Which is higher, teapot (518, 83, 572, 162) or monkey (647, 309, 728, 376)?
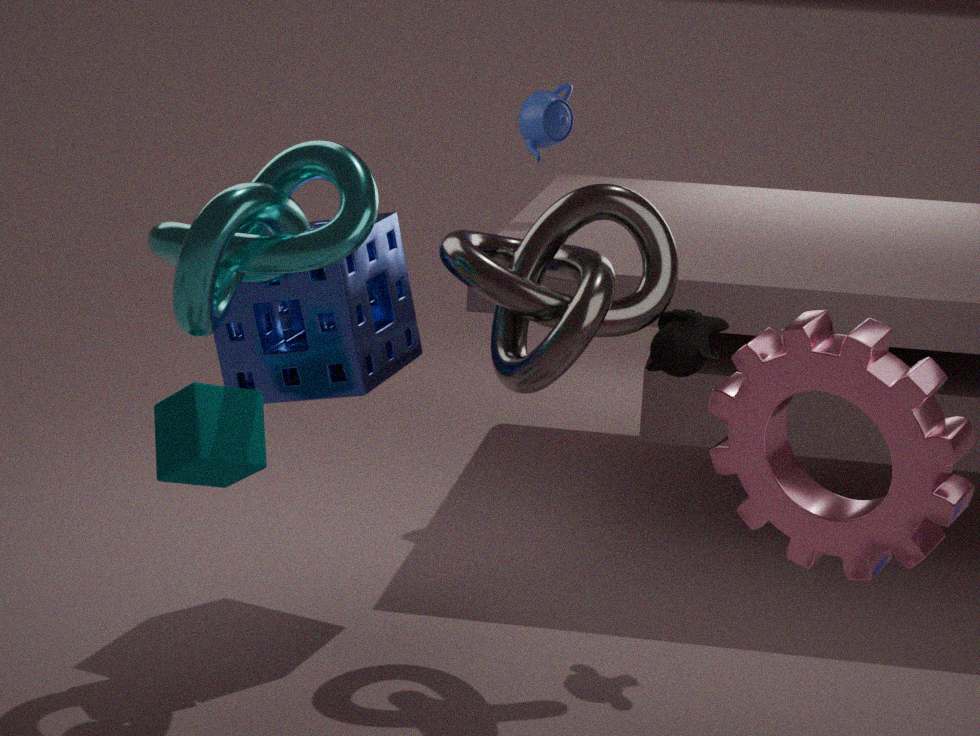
teapot (518, 83, 572, 162)
